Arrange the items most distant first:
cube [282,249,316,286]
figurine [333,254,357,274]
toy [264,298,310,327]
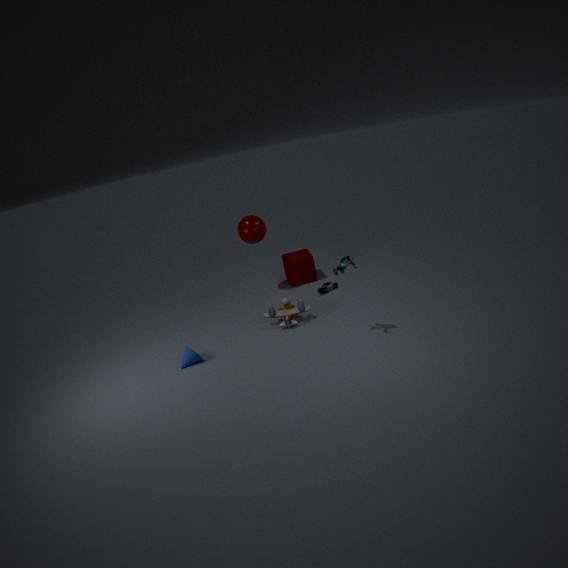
cube [282,249,316,286], toy [264,298,310,327], figurine [333,254,357,274]
